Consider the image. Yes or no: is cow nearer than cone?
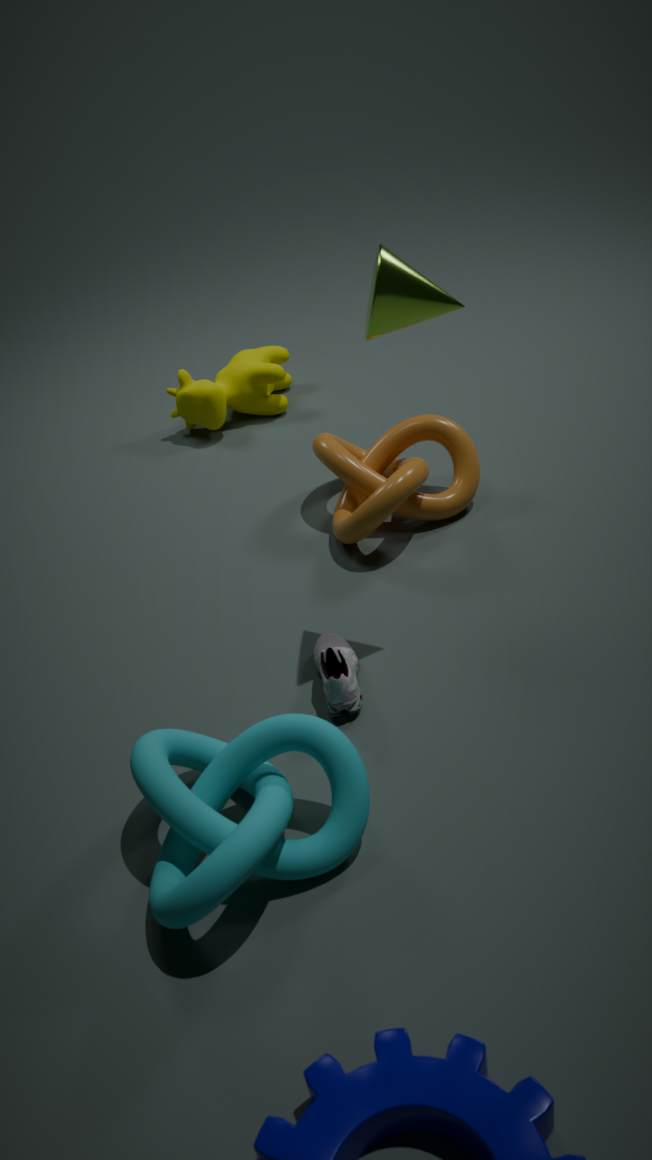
No
